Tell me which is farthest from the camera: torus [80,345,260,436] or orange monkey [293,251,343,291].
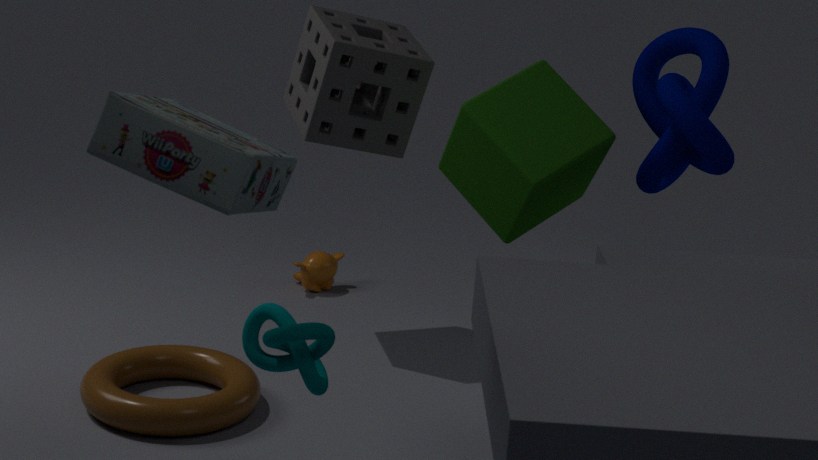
orange monkey [293,251,343,291]
